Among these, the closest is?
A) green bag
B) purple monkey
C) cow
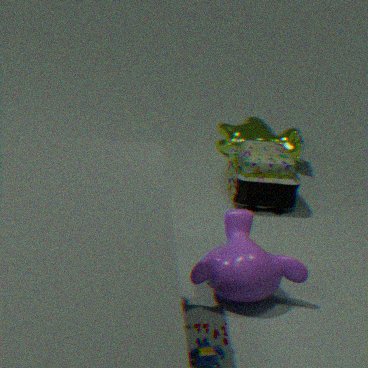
purple monkey
